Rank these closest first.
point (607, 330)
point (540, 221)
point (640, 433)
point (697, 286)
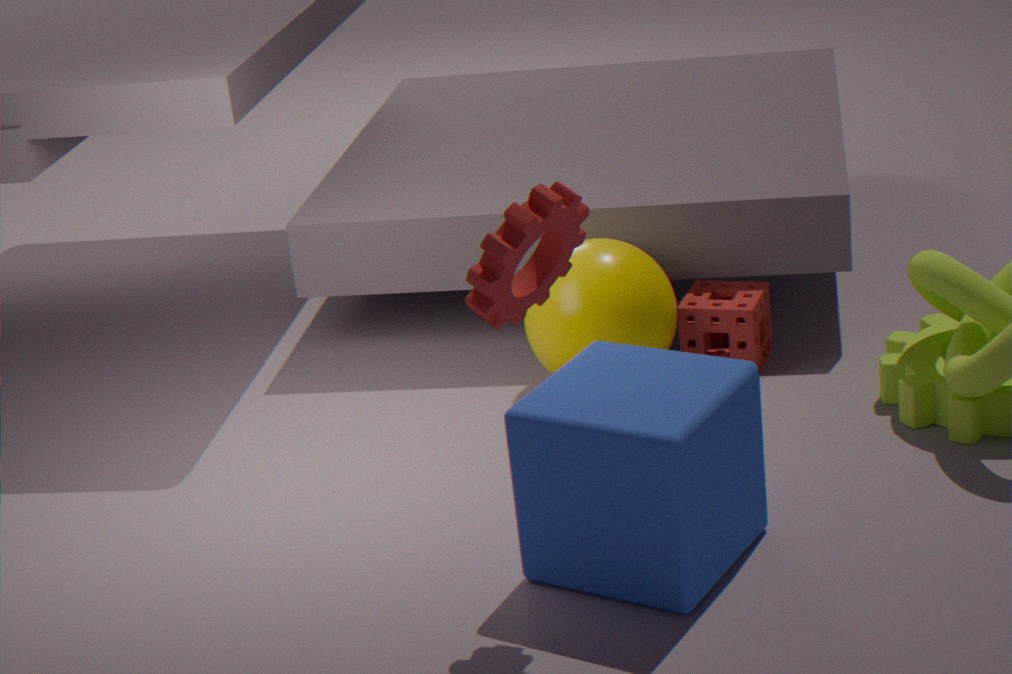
point (540, 221) < point (640, 433) < point (607, 330) < point (697, 286)
